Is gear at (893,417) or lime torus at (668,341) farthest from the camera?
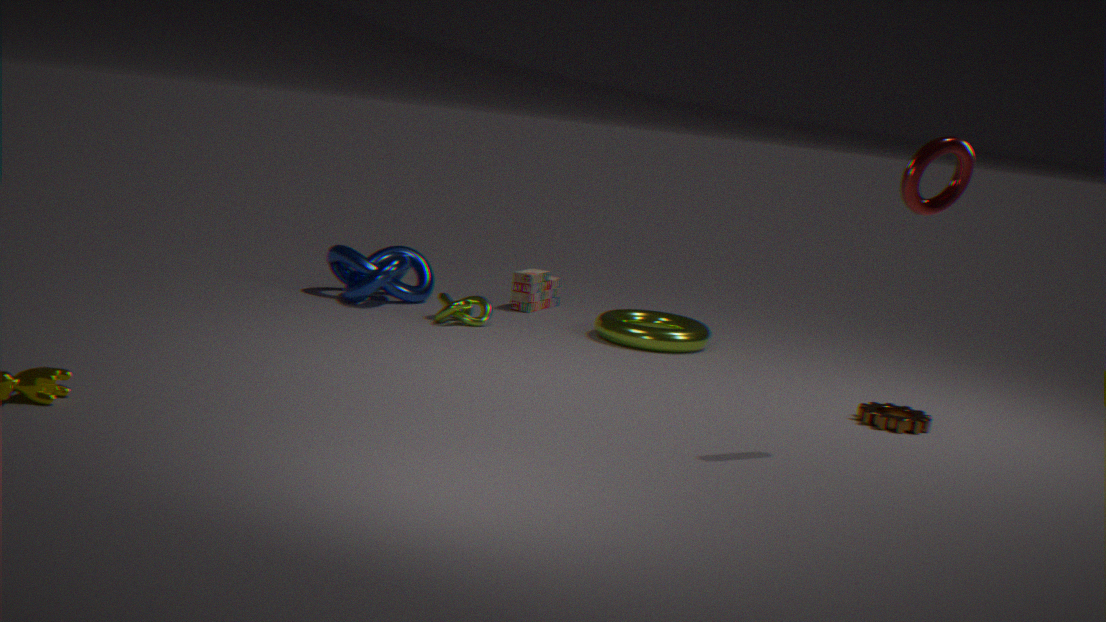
lime torus at (668,341)
